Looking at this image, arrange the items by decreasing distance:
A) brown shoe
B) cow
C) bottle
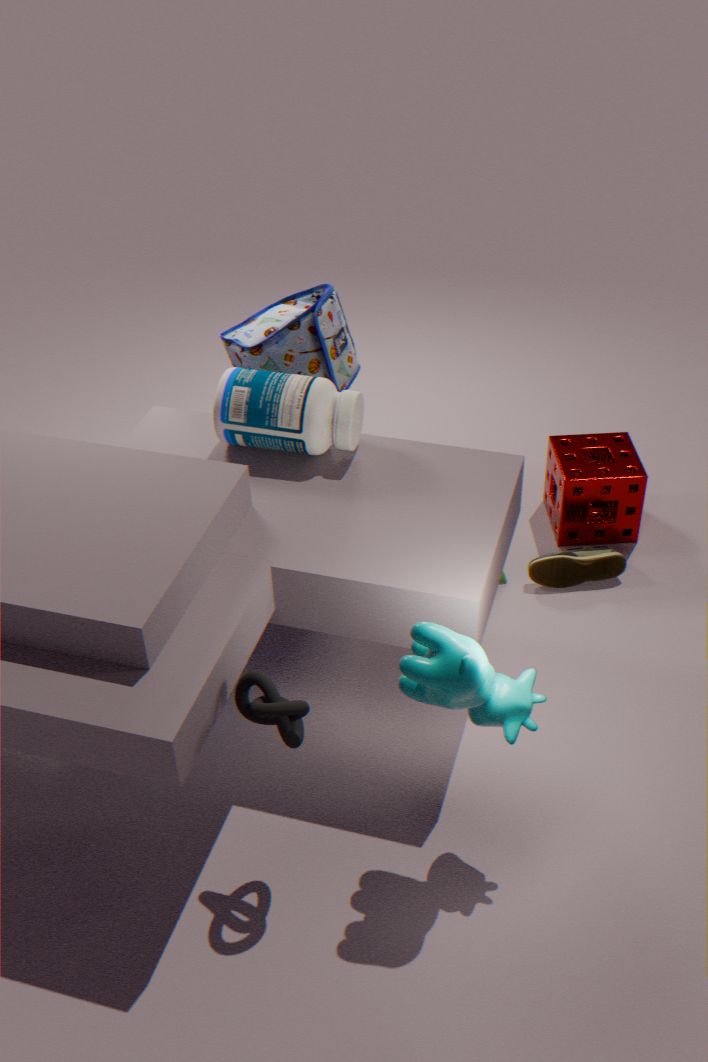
brown shoe → bottle → cow
